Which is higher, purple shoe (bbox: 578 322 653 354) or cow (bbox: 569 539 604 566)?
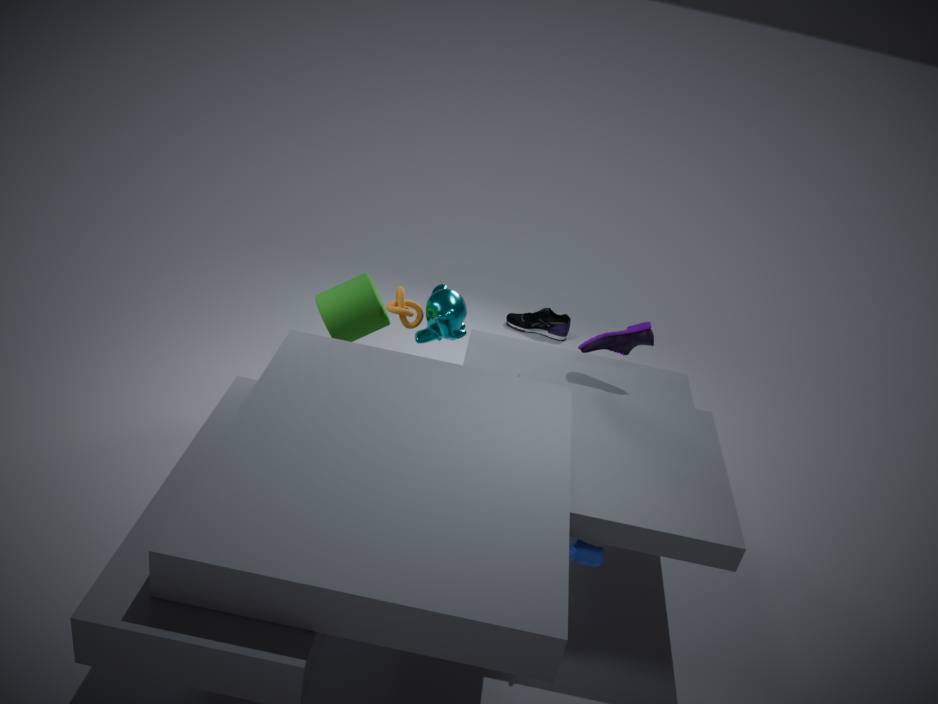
purple shoe (bbox: 578 322 653 354)
